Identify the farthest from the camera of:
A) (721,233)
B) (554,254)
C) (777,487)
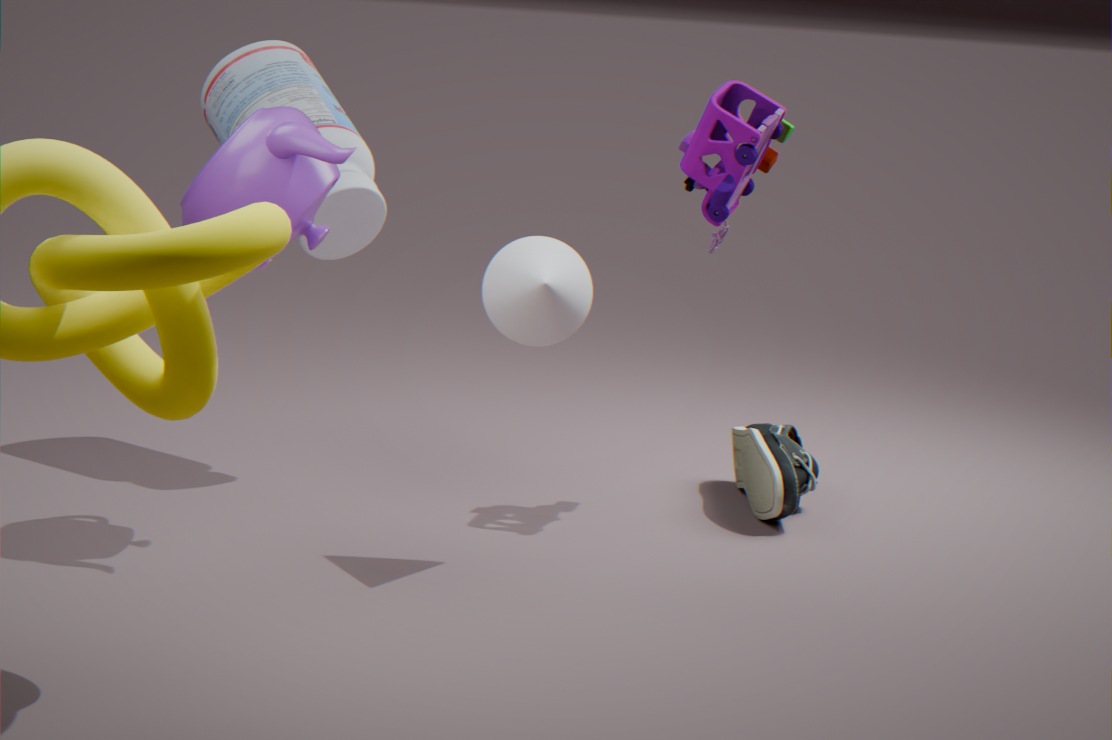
(721,233)
